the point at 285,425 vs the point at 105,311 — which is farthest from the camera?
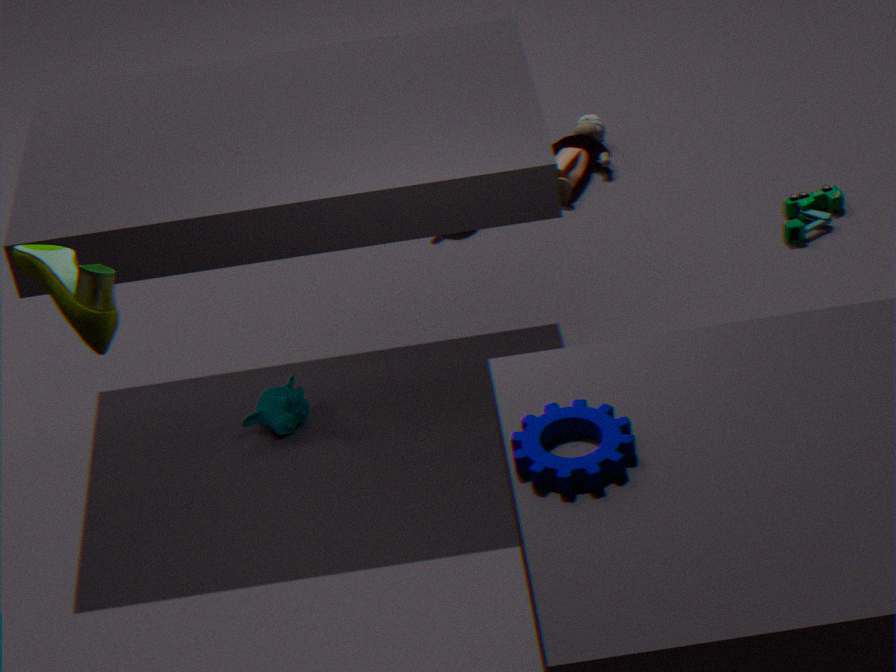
the point at 285,425
